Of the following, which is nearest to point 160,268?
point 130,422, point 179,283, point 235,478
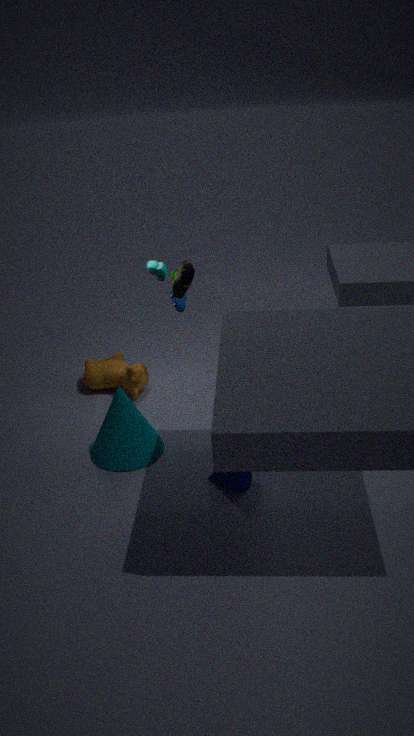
point 179,283
